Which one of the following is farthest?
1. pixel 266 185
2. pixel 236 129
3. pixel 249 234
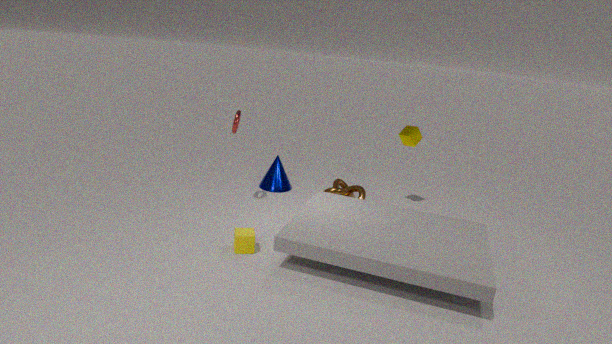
pixel 266 185
